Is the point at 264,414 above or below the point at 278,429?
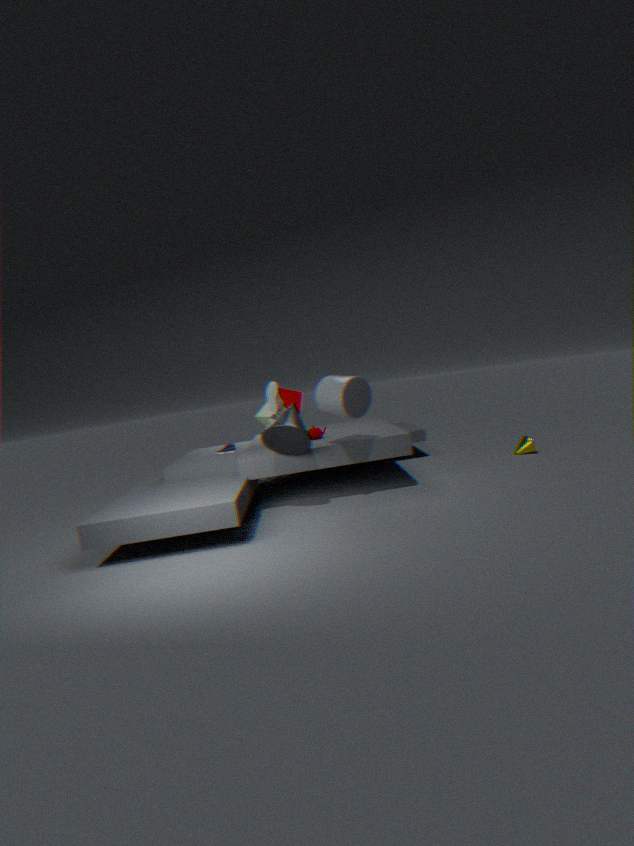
above
